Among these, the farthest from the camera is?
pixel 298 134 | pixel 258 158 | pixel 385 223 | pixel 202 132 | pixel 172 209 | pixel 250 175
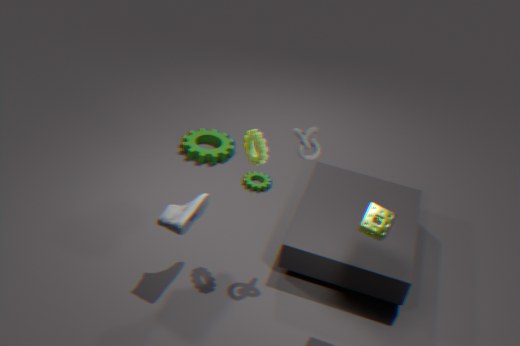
pixel 202 132
